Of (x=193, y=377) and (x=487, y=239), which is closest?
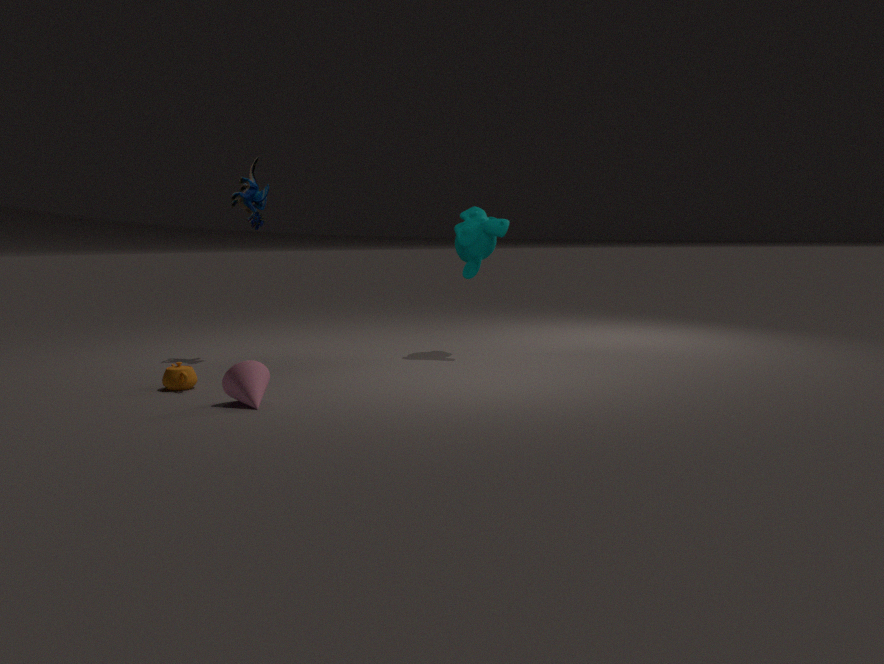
(x=193, y=377)
